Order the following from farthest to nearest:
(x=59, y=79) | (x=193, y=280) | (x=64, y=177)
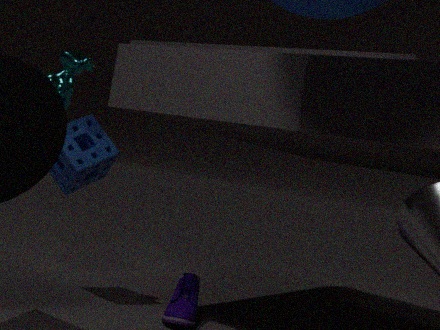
(x=64, y=177), (x=193, y=280), (x=59, y=79)
